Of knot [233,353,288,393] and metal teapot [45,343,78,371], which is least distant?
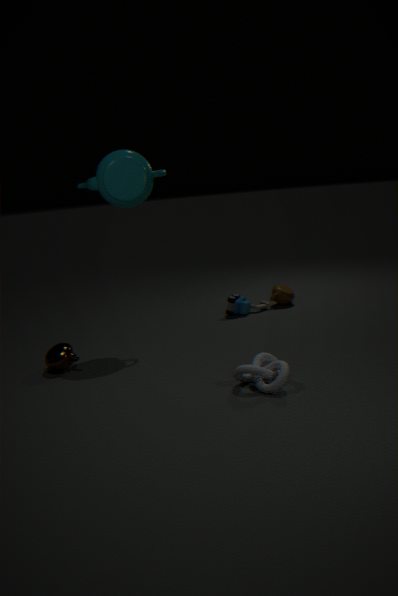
knot [233,353,288,393]
